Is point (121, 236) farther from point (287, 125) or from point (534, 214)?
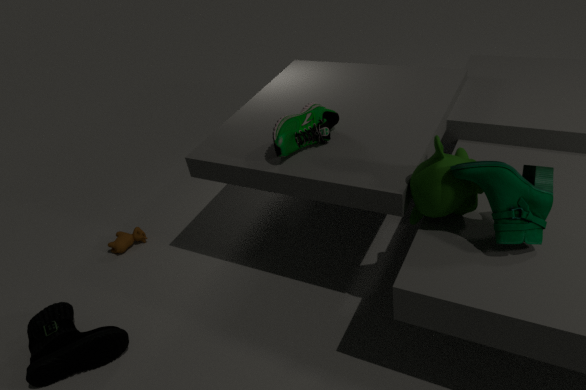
point (534, 214)
